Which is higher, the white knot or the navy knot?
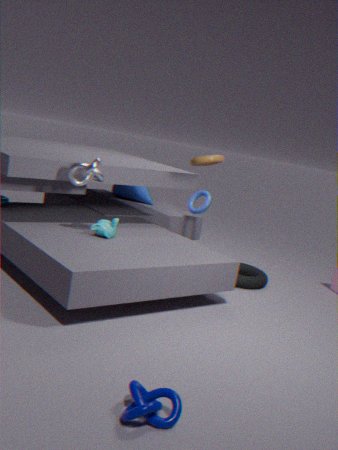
the white knot
